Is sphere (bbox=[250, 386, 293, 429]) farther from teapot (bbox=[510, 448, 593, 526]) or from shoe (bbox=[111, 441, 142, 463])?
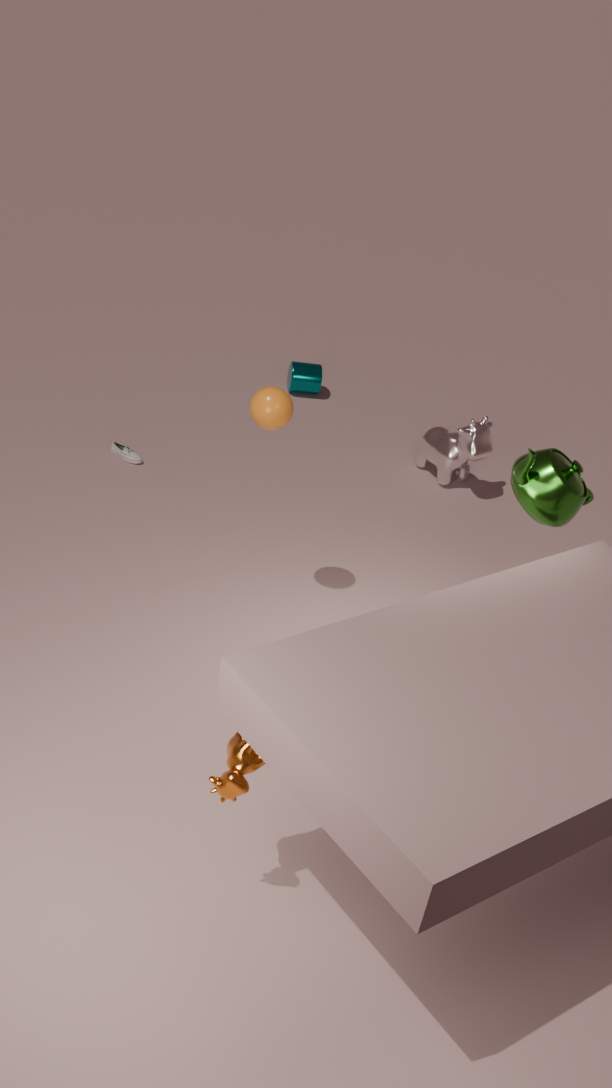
shoe (bbox=[111, 441, 142, 463])
